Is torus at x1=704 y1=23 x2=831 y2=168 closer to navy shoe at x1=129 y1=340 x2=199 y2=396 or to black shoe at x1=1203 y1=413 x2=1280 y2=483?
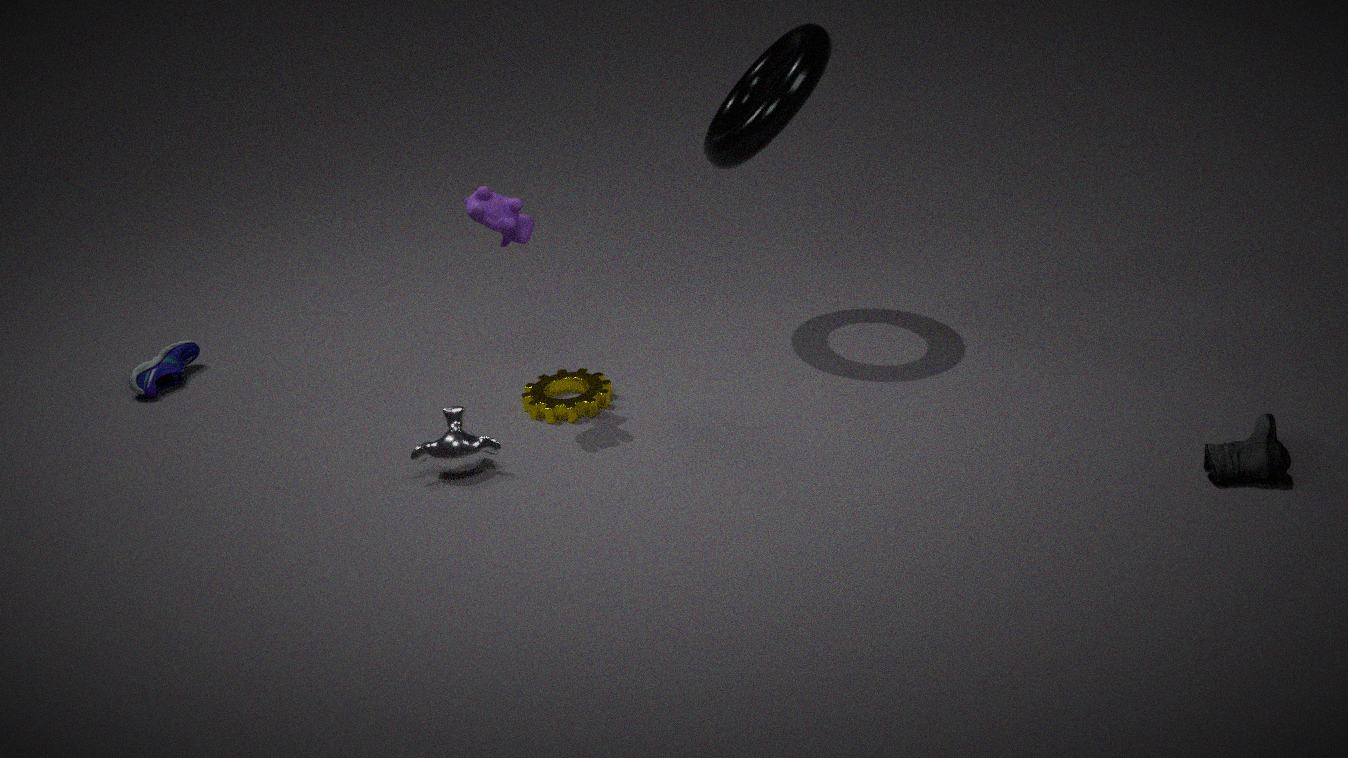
black shoe at x1=1203 y1=413 x2=1280 y2=483
